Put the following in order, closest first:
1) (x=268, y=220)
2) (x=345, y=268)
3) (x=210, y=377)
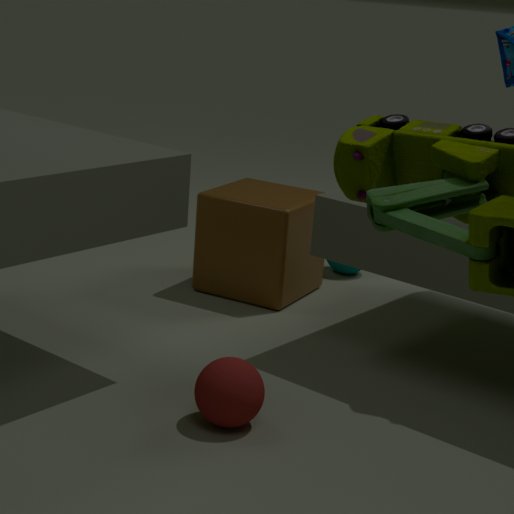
3. (x=210, y=377) → 1. (x=268, y=220) → 2. (x=345, y=268)
